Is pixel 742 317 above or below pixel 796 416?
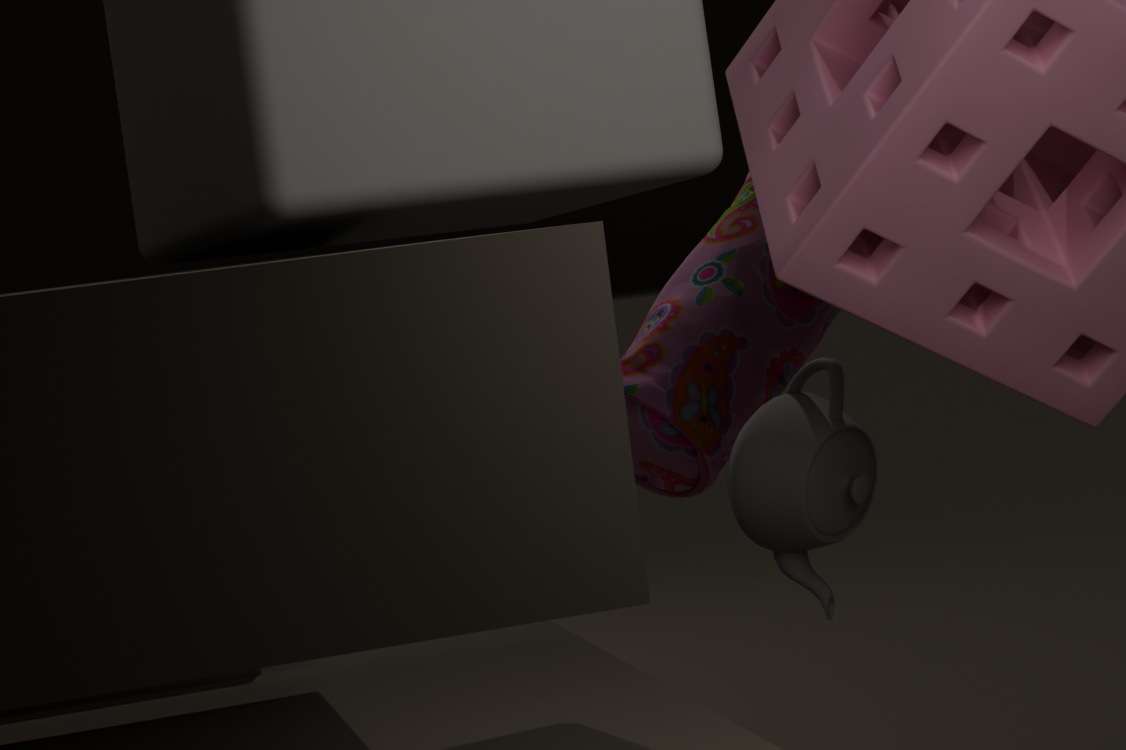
above
